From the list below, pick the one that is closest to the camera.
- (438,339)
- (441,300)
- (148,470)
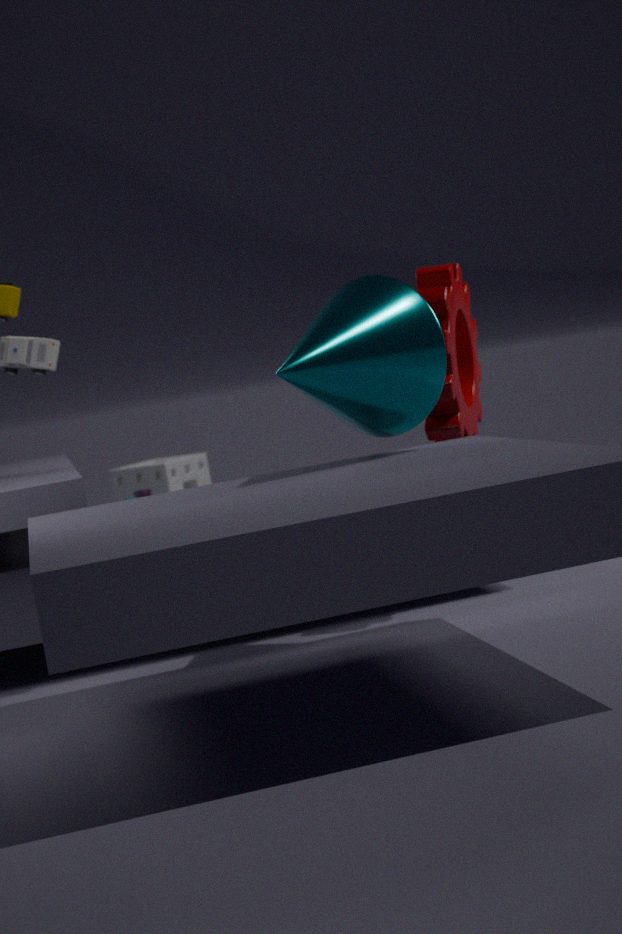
(438,339)
